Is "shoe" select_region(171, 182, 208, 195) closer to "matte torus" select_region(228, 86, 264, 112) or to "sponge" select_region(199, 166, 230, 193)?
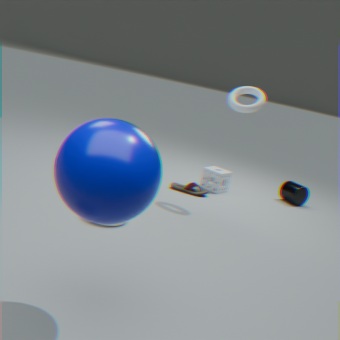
"sponge" select_region(199, 166, 230, 193)
